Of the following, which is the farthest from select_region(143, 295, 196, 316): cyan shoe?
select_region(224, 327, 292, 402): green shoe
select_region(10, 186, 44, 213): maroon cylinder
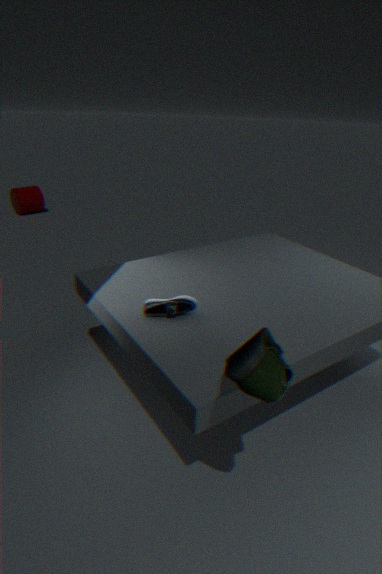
select_region(10, 186, 44, 213): maroon cylinder
